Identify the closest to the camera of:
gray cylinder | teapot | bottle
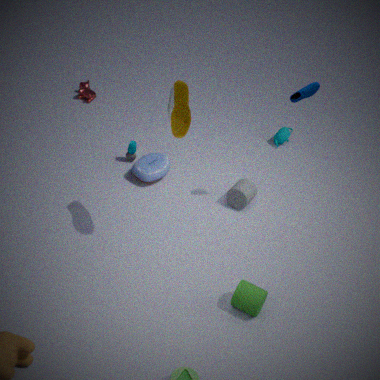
bottle
